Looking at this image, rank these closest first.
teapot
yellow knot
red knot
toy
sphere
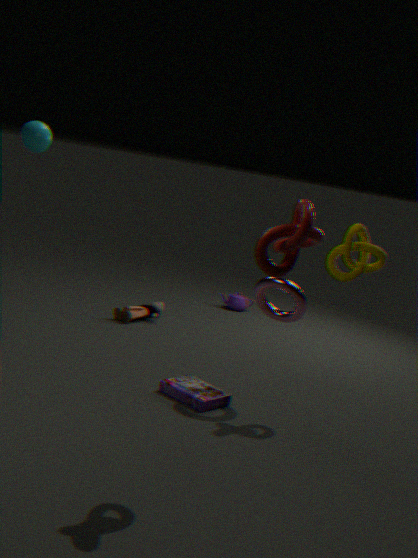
red knot < yellow knot < sphere < toy < teapot
